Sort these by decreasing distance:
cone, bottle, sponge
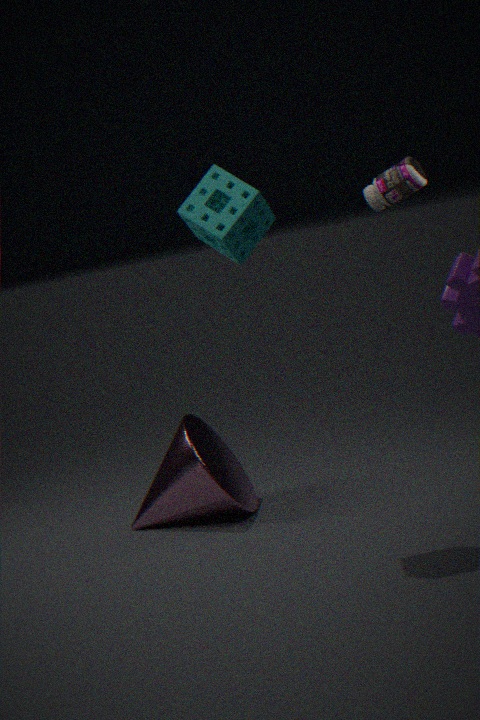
1. bottle
2. cone
3. sponge
